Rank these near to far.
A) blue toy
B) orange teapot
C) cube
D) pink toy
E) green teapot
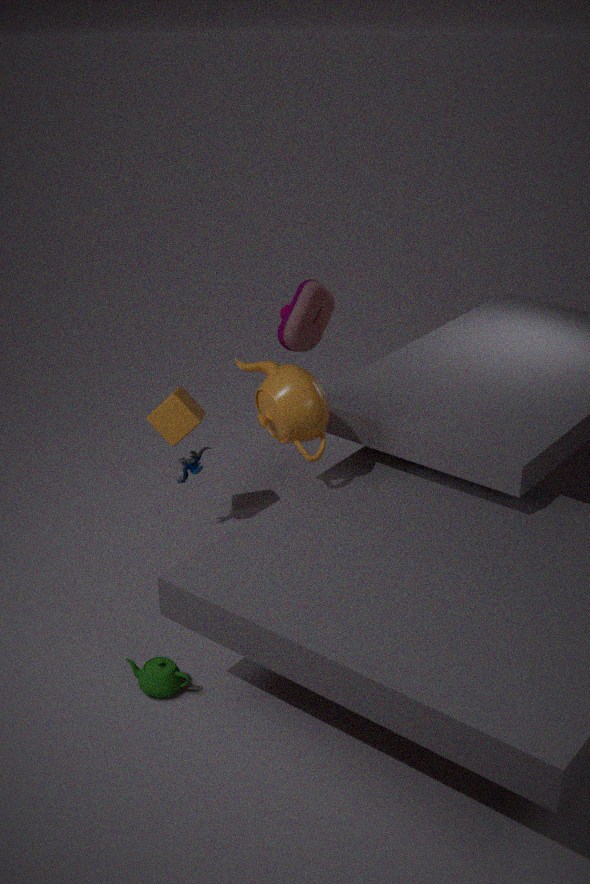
green teapot < orange teapot < cube < blue toy < pink toy
